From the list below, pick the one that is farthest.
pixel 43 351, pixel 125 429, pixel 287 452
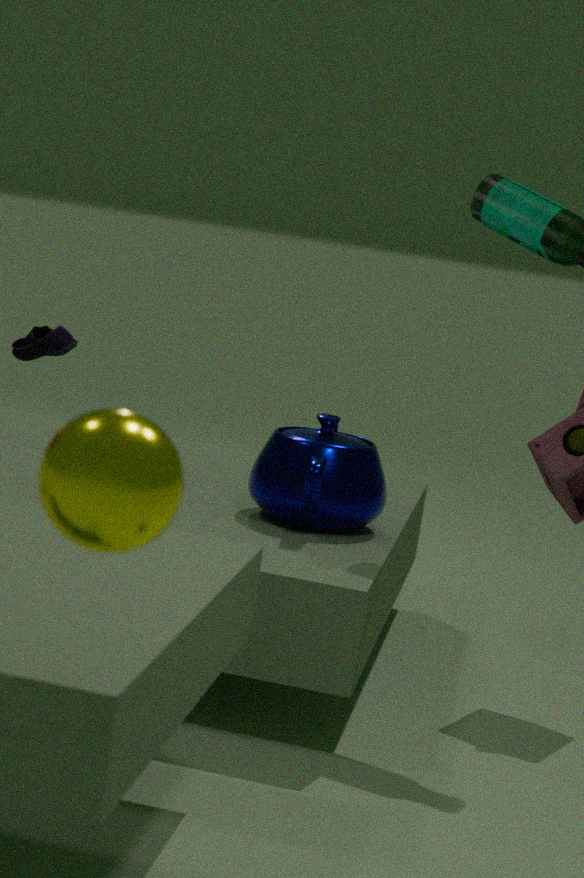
pixel 287 452
